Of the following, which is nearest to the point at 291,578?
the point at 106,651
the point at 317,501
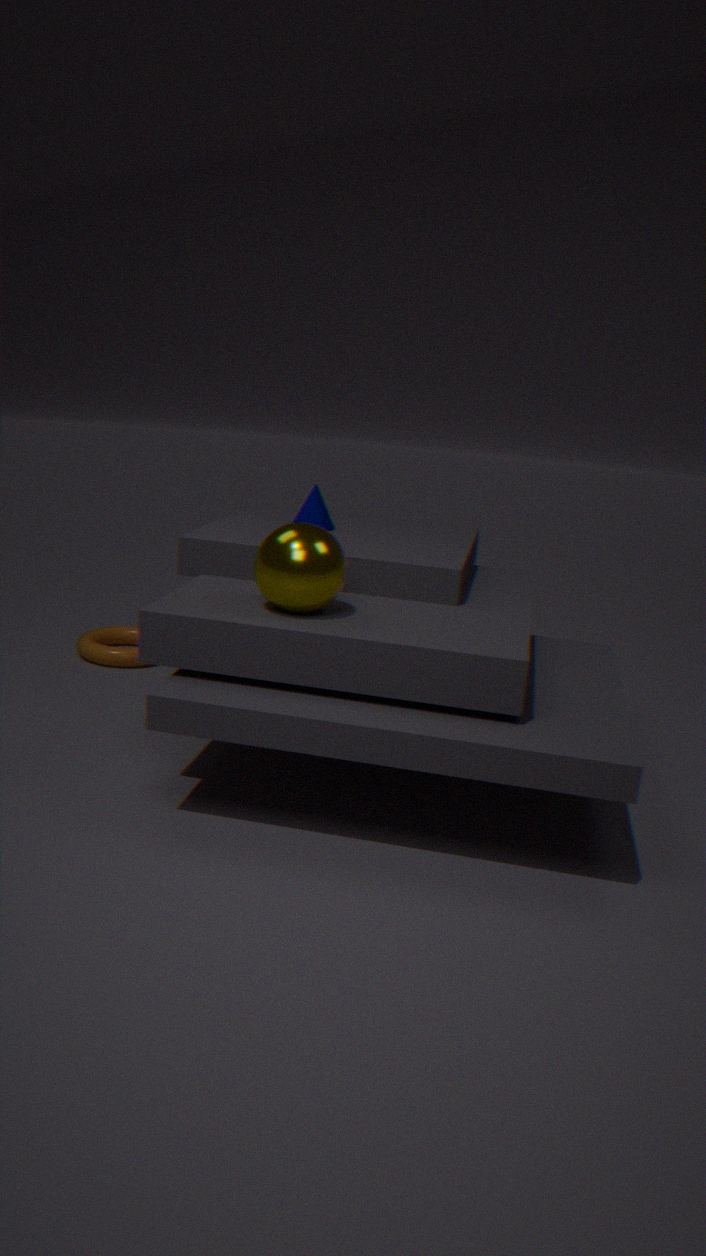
the point at 317,501
